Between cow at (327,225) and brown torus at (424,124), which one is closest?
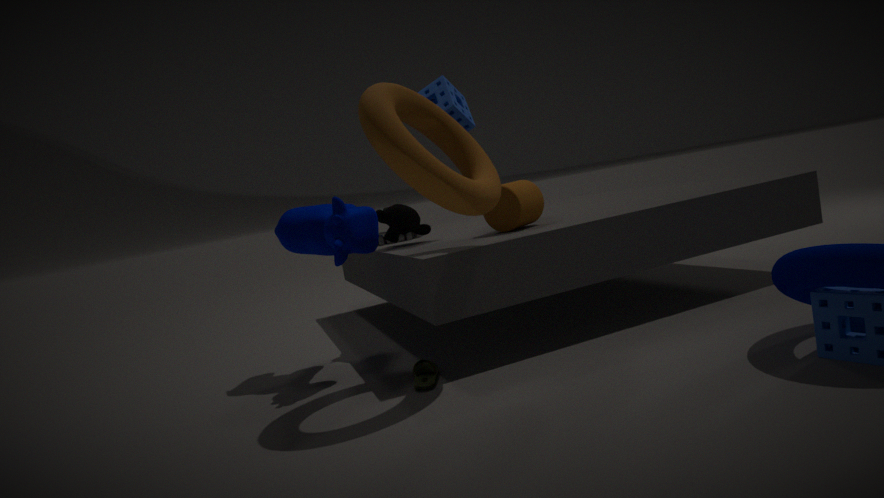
brown torus at (424,124)
